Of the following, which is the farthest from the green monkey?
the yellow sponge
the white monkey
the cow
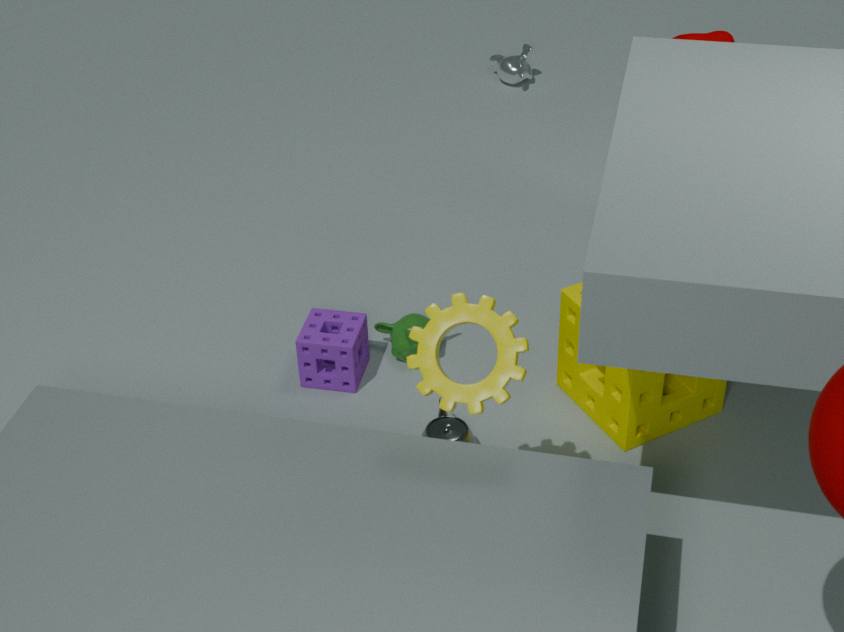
the white monkey
